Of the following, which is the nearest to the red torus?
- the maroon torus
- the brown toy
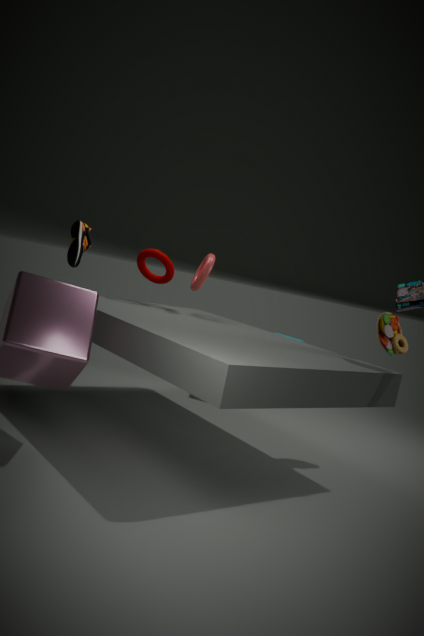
the maroon torus
